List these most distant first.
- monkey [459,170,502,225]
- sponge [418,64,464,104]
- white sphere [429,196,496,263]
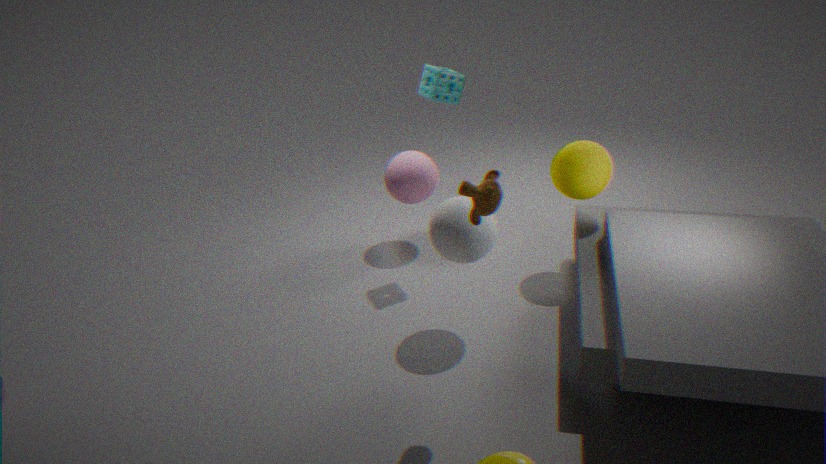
sponge [418,64,464,104] < white sphere [429,196,496,263] < monkey [459,170,502,225]
